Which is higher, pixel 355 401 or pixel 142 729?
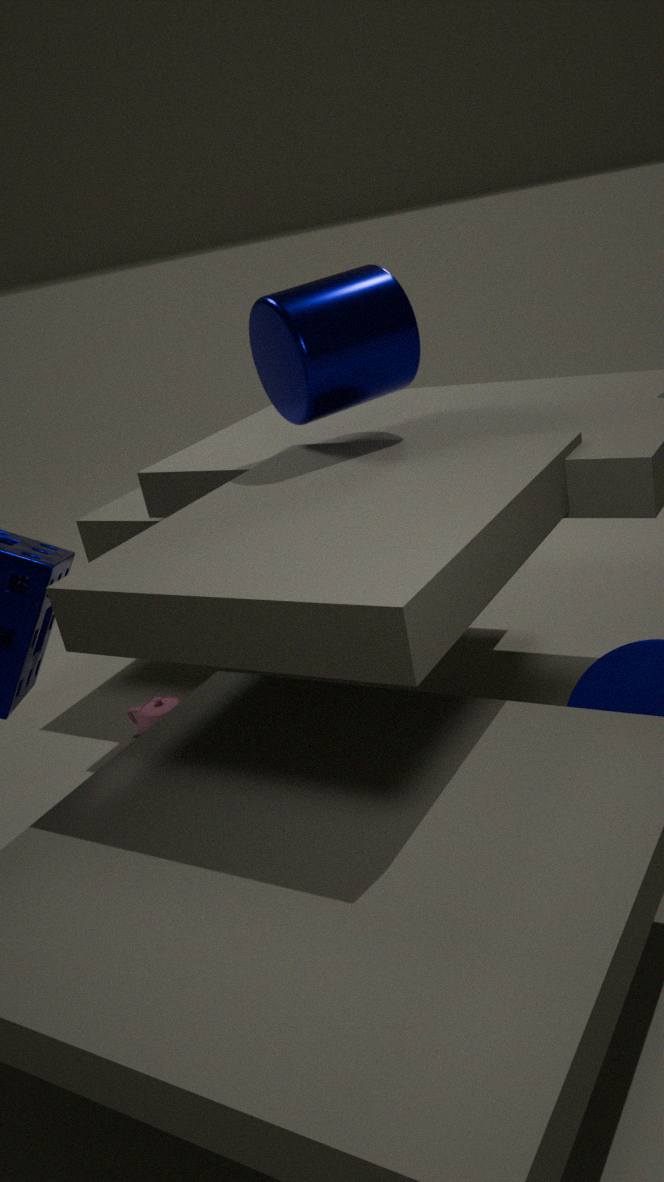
pixel 355 401
